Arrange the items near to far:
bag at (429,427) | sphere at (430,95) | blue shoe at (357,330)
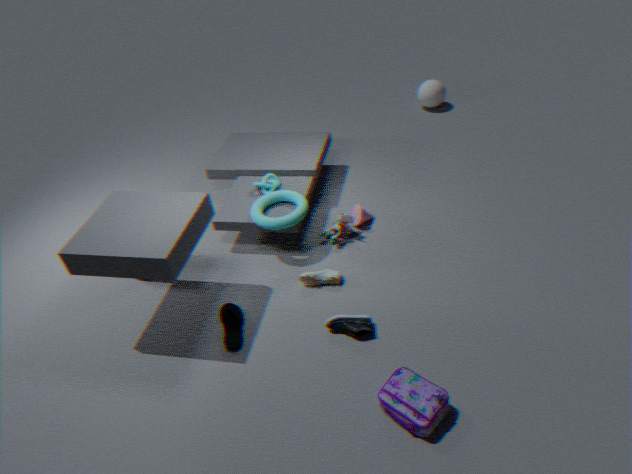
bag at (429,427) < blue shoe at (357,330) < sphere at (430,95)
